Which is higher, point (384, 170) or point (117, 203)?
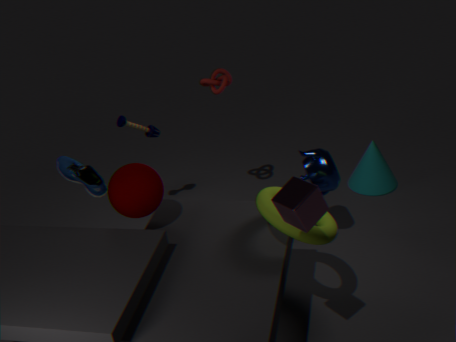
point (117, 203)
